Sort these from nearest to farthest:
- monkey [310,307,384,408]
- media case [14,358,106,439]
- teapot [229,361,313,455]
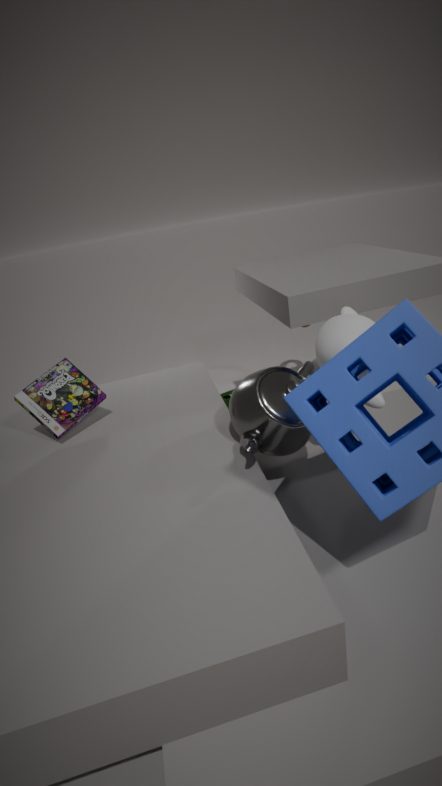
1. teapot [229,361,313,455]
2. monkey [310,307,384,408]
3. media case [14,358,106,439]
